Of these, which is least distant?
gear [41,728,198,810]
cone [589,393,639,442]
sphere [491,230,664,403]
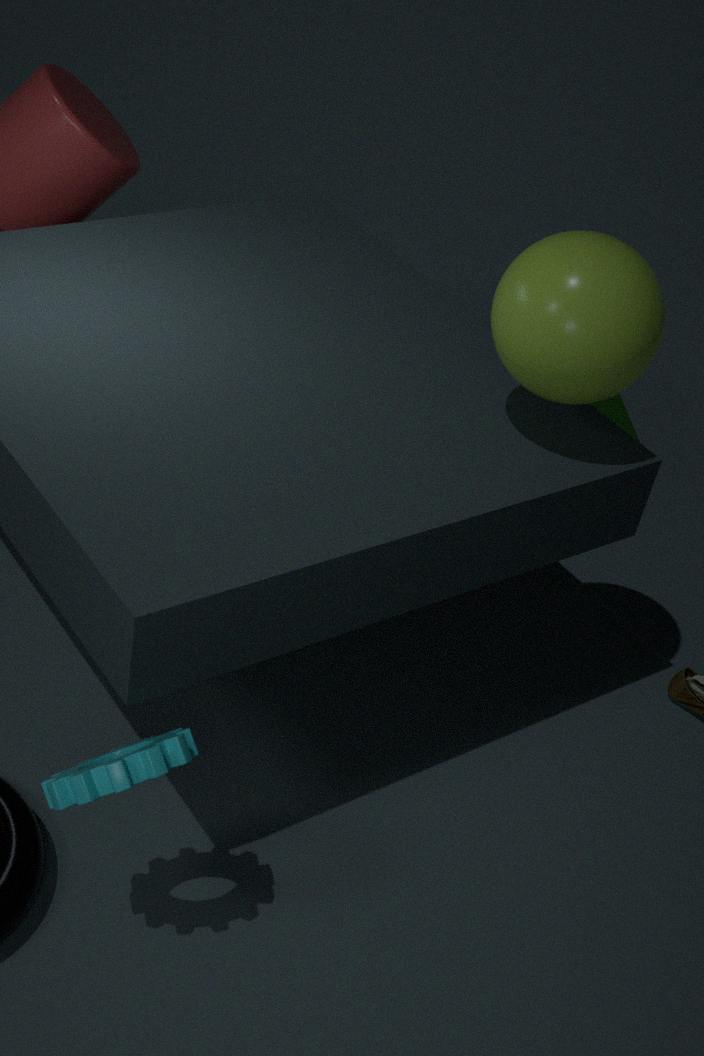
gear [41,728,198,810]
